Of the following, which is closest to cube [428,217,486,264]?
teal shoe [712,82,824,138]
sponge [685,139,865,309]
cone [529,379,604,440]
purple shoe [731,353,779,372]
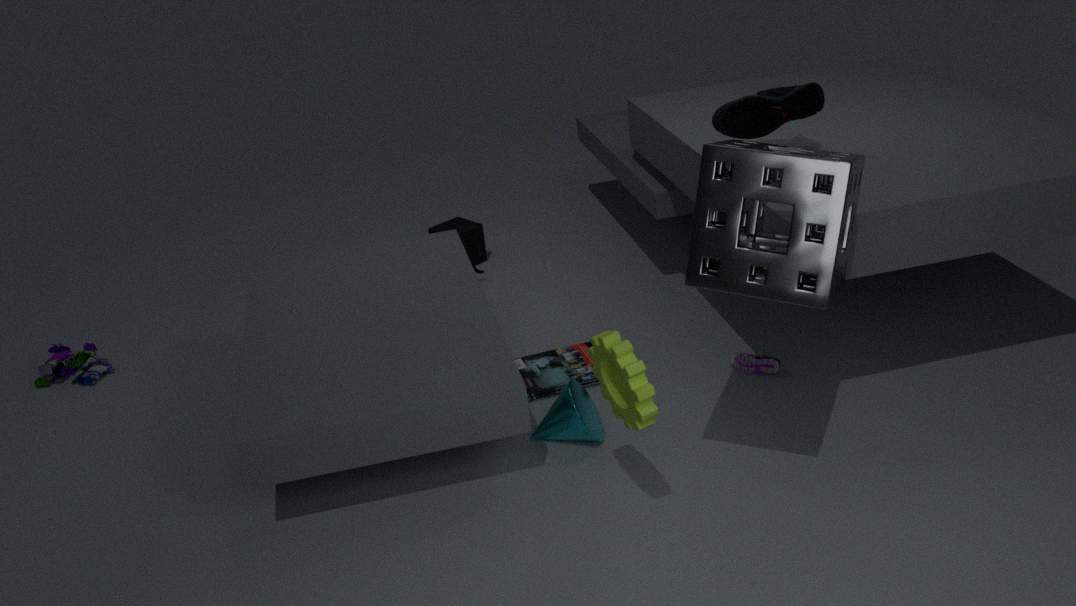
cone [529,379,604,440]
